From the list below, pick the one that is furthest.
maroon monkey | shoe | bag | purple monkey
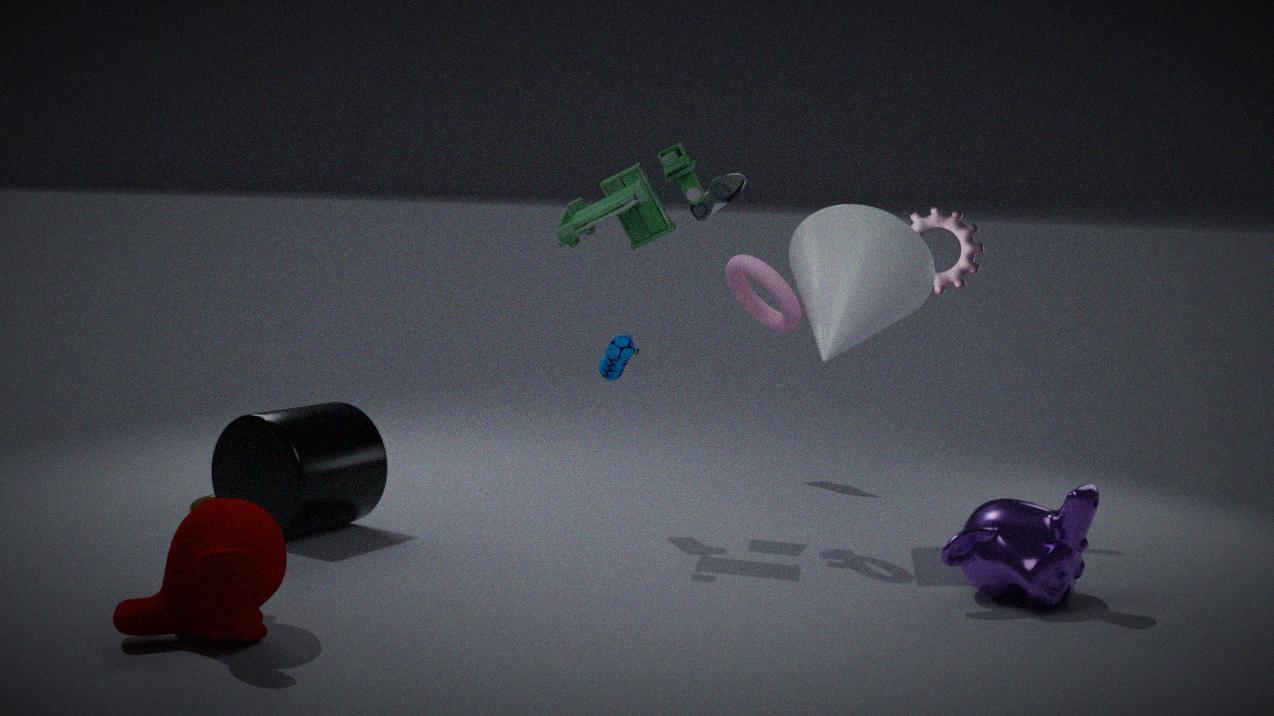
shoe
